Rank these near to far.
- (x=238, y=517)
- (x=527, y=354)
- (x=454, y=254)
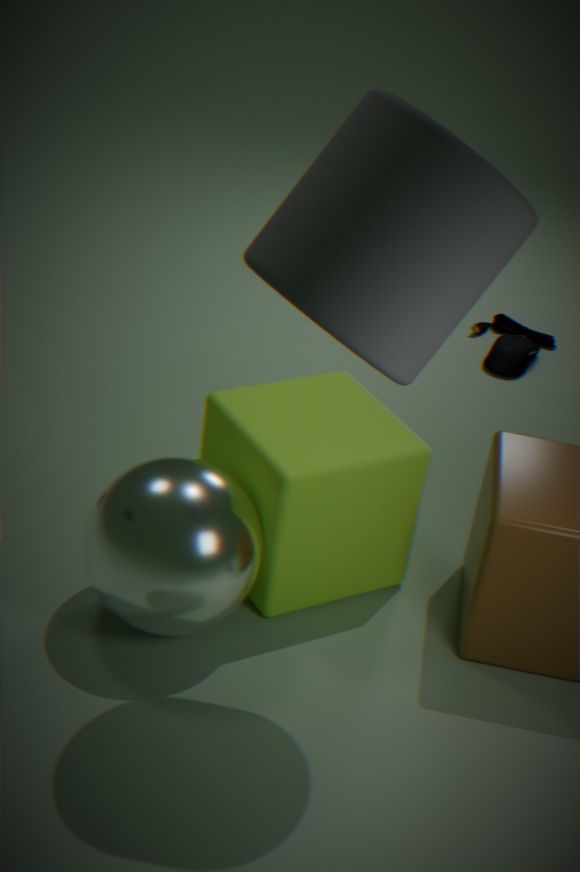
(x=454, y=254), (x=238, y=517), (x=527, y=354)
